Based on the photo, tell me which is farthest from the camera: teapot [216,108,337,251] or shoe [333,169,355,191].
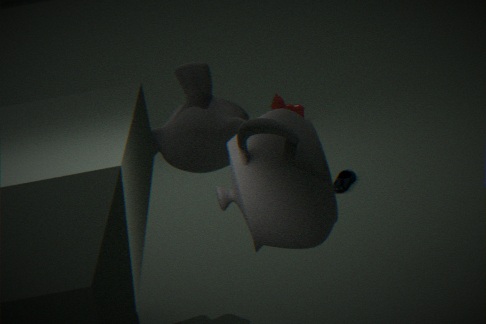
shoe [333,169,355,191]
